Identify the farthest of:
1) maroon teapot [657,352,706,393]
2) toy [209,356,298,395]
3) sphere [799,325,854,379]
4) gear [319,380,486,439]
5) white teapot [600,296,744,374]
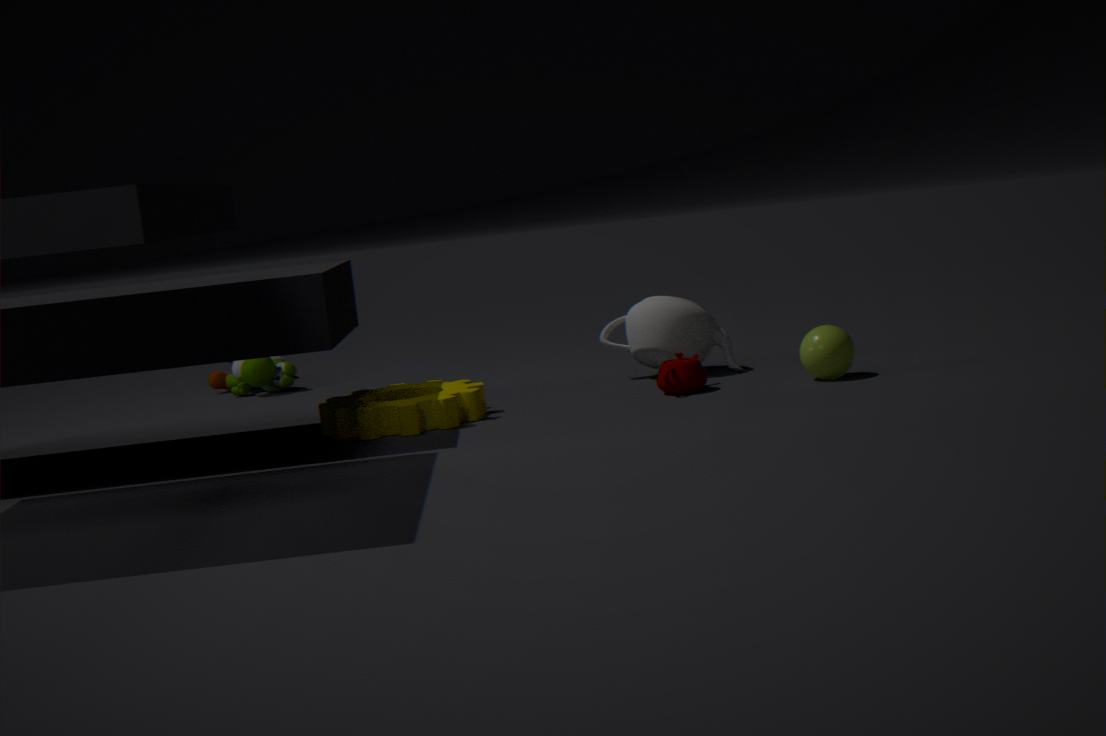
2. toy [209,356,298,395]
